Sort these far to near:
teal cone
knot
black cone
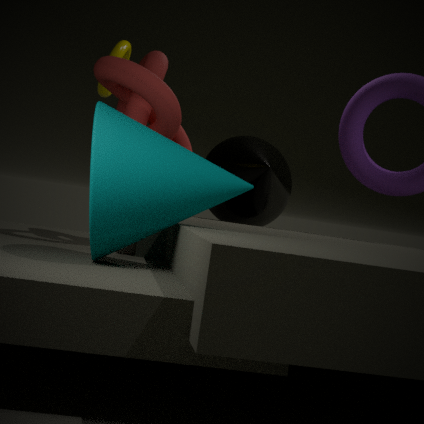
black cone < knot < teal cone
